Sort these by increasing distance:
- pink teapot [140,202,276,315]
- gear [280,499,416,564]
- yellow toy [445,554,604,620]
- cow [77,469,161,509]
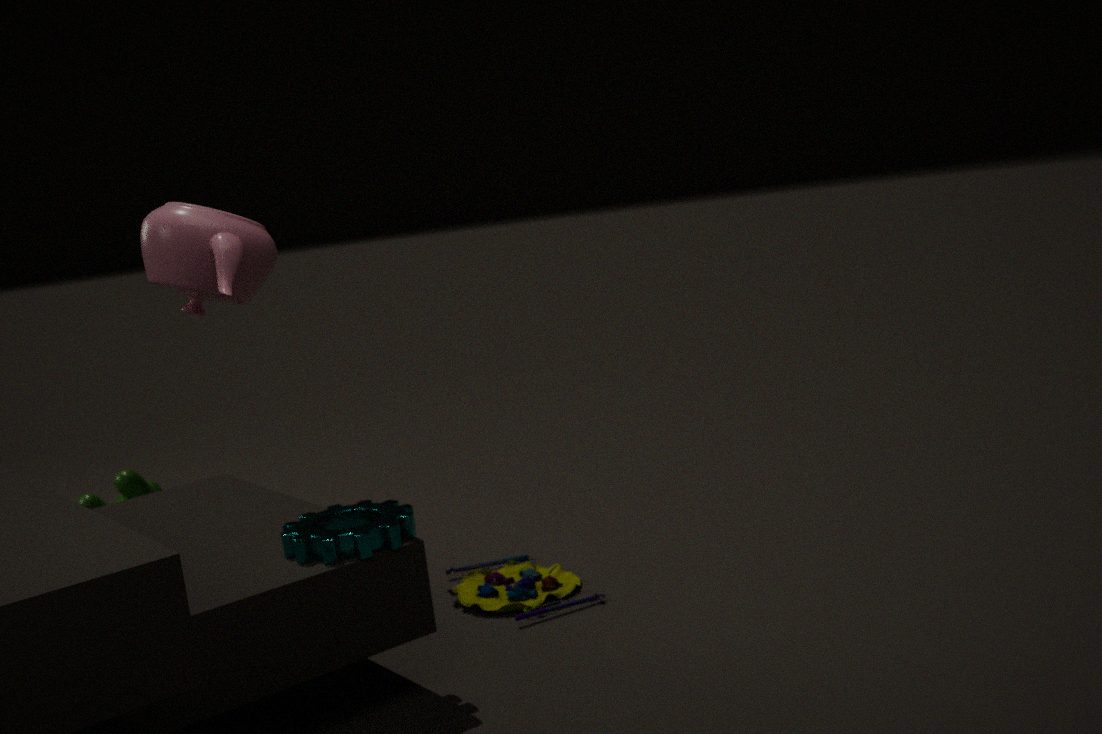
pink teapot [140,202,276,315] → gear [280,499,416,564] → yellow toy [445,554,604,620] → cow [77,469,161,509]
